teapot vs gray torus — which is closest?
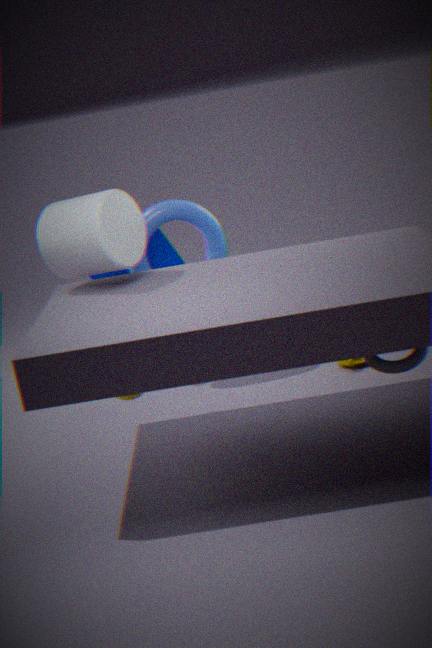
gray torus
